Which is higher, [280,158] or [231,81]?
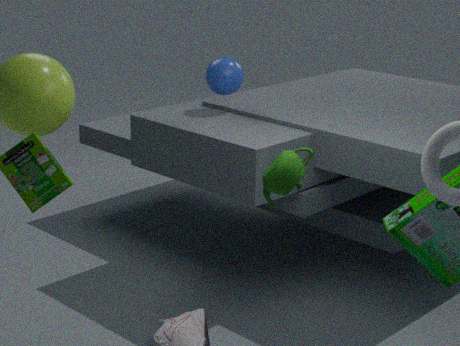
[231,81]
